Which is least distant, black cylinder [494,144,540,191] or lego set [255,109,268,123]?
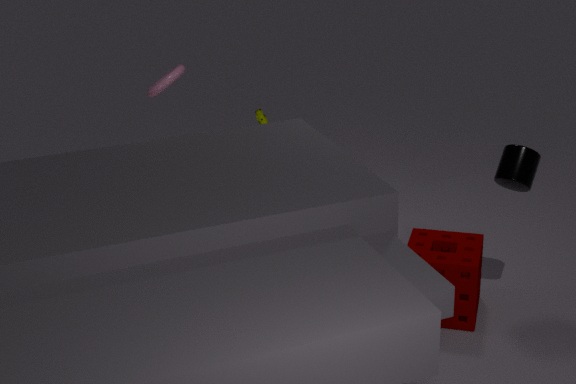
black cylinder [494,144,540,191]
